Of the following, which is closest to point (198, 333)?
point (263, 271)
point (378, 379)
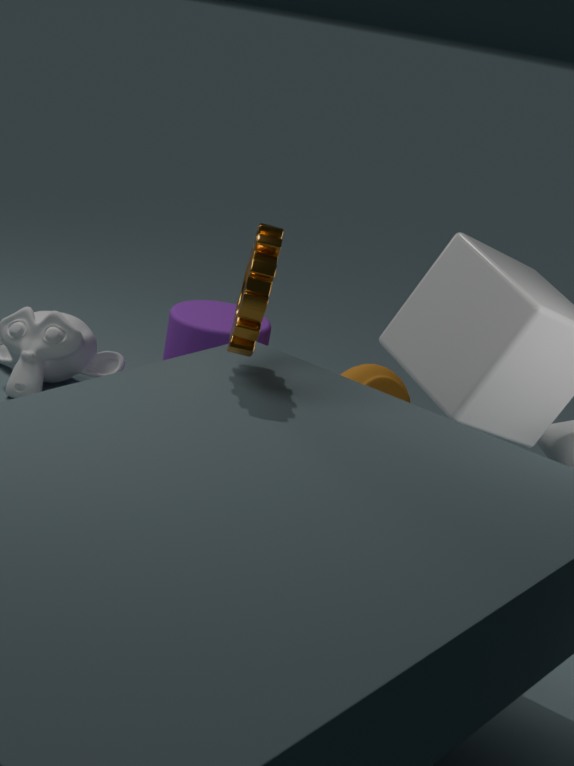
point (378, 379)
